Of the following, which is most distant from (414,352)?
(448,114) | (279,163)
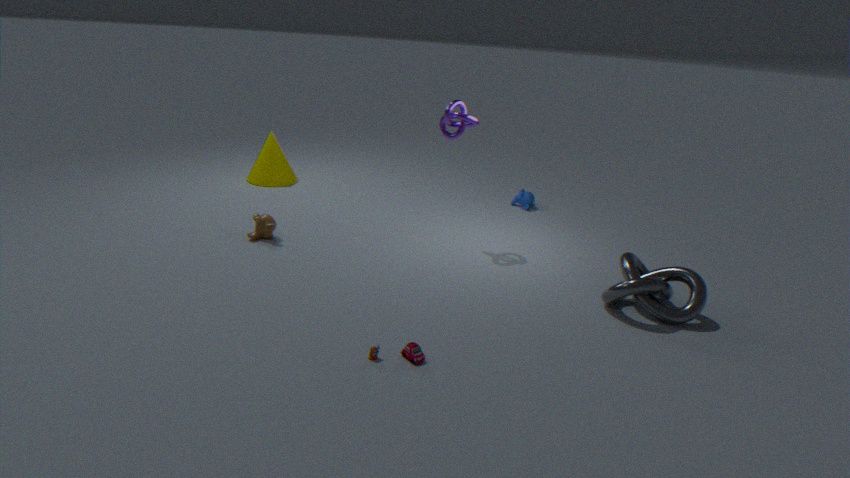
(279,163)
